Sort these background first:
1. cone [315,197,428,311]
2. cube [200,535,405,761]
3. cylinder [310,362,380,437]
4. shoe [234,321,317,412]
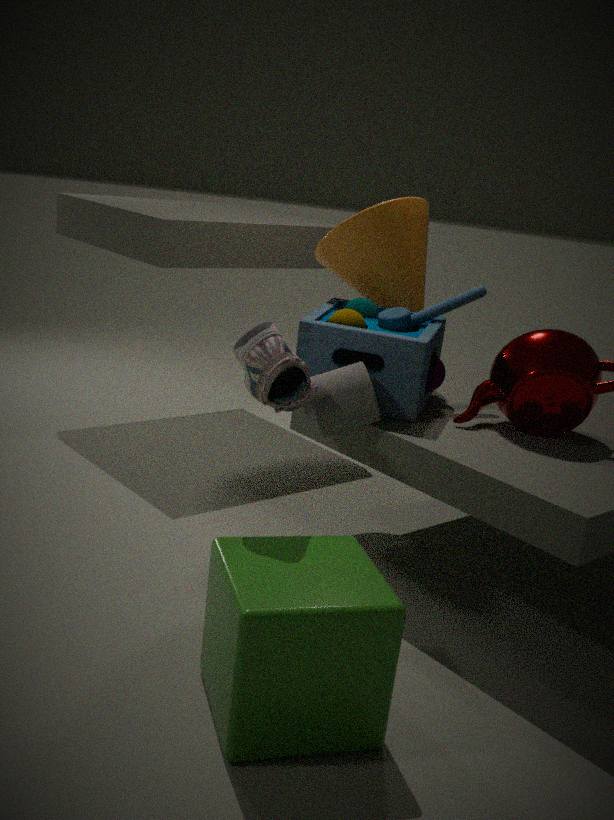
cone [315,197,428,311], cylinder [310,362,380,437], shoe [234,321,317,412], cube [200,535,405,761]
